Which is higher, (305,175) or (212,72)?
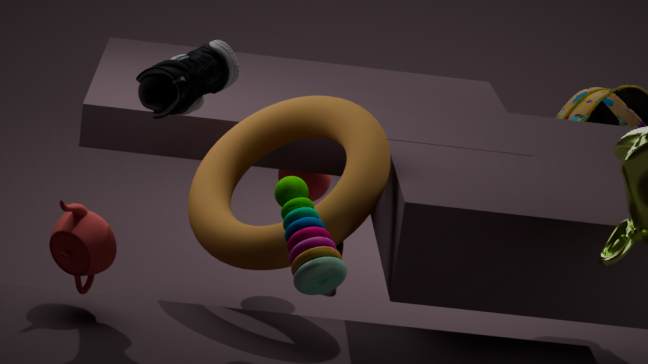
(212,72)
